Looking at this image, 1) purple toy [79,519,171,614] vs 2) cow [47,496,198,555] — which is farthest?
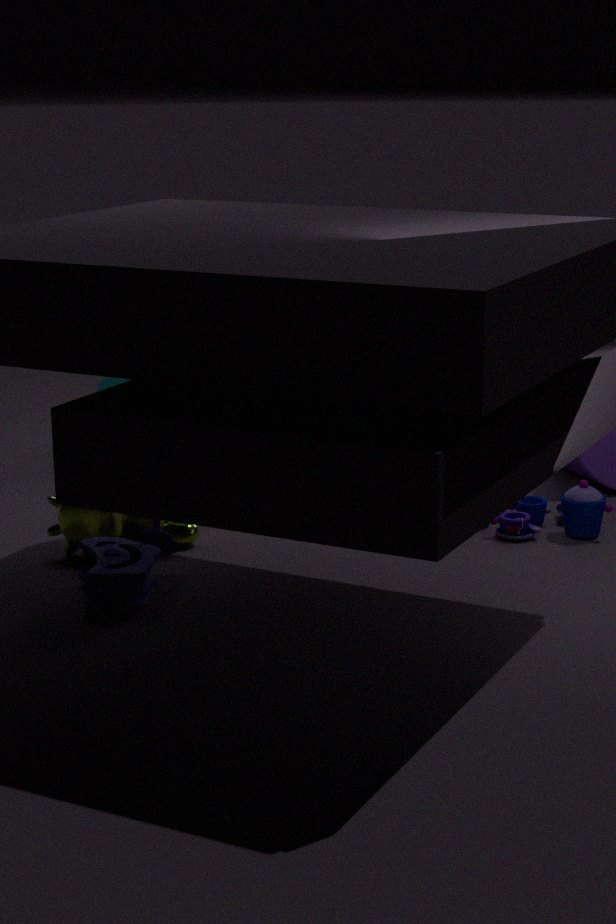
2. cow [47,496,198,555]
